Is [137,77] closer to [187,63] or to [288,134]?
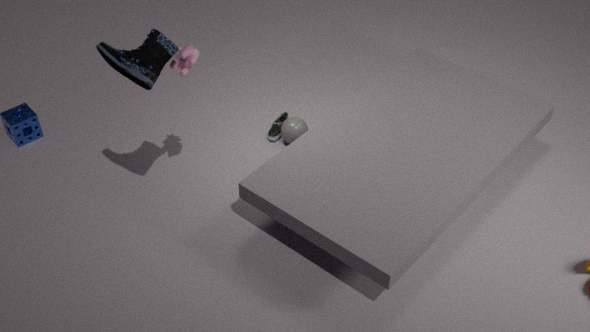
[187,63]
